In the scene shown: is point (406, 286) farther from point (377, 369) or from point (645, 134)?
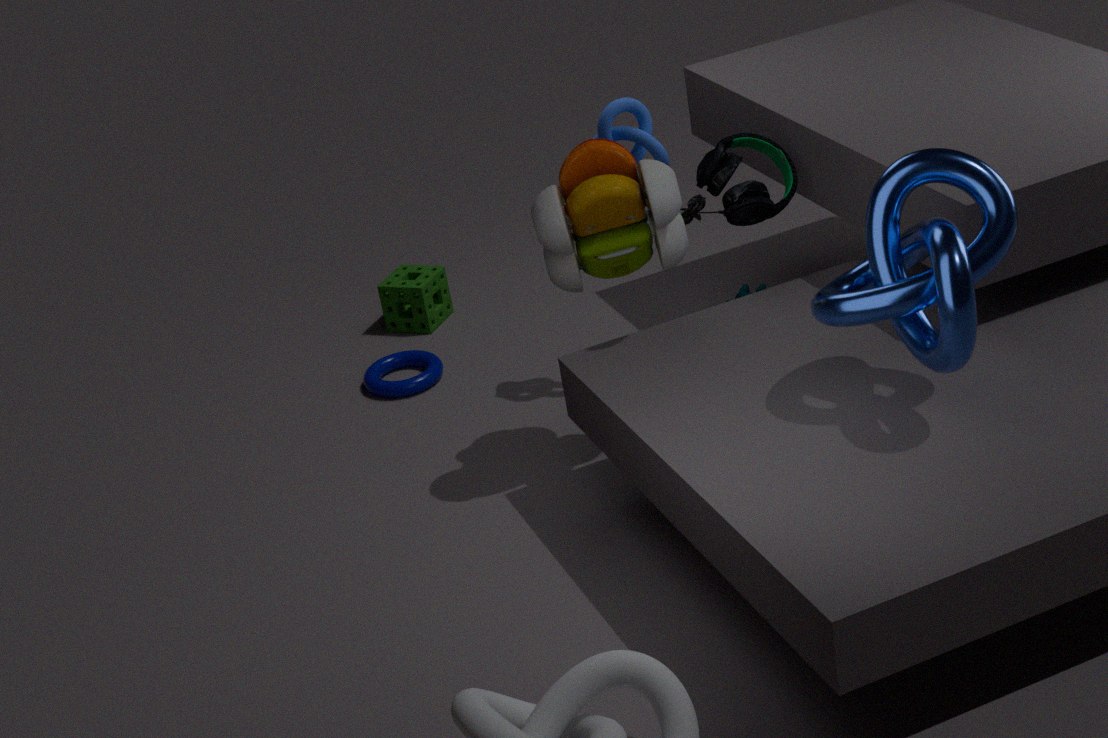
point (645, 134)
